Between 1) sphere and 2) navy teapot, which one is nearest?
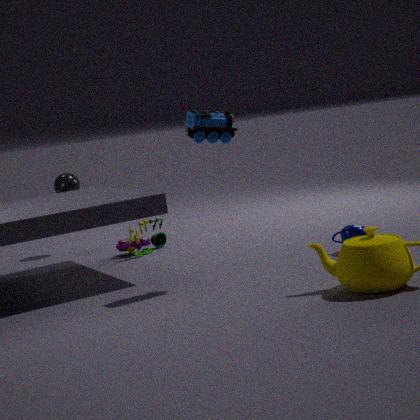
2. navy teapot
